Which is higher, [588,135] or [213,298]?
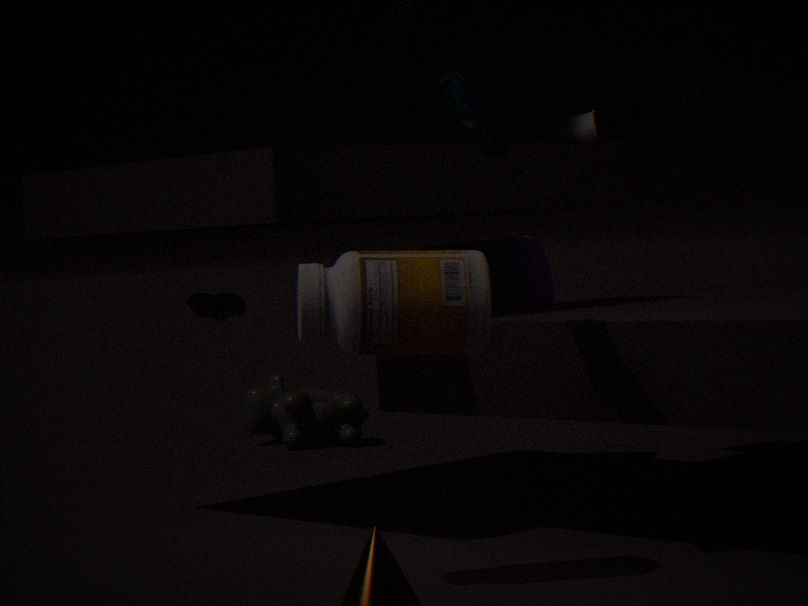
[588,135]
